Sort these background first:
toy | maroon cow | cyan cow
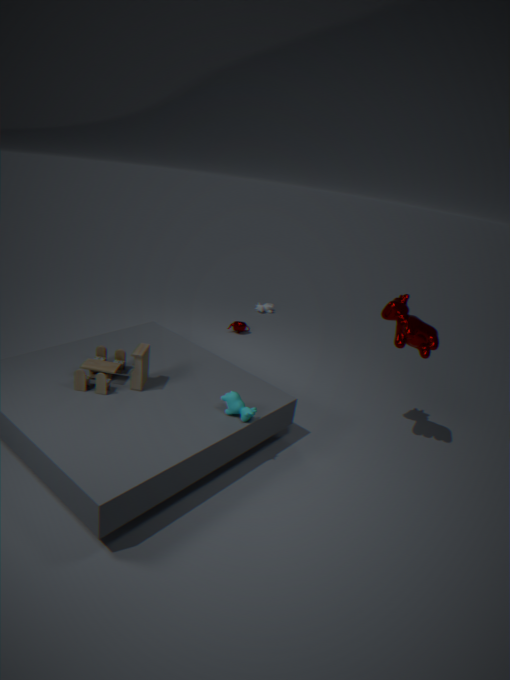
maroon cow → toy → cyan cow
